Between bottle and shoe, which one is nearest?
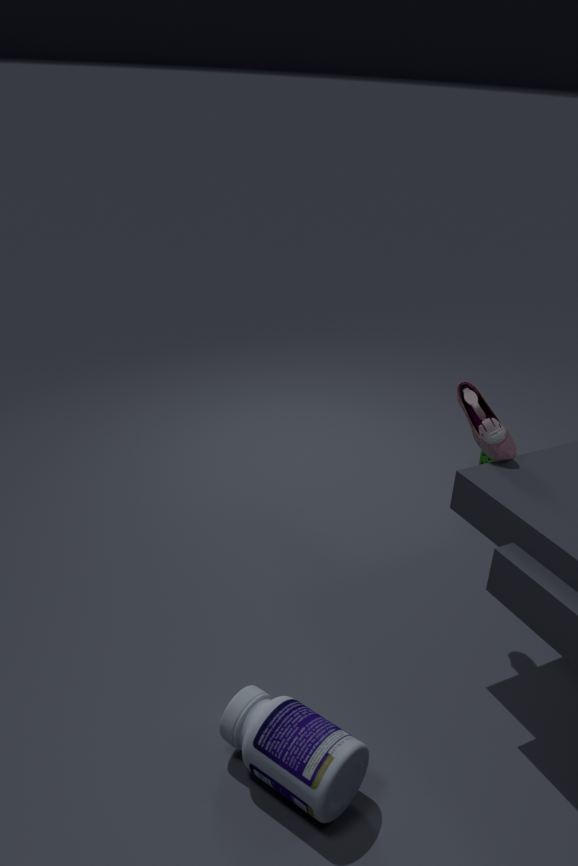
bottle
